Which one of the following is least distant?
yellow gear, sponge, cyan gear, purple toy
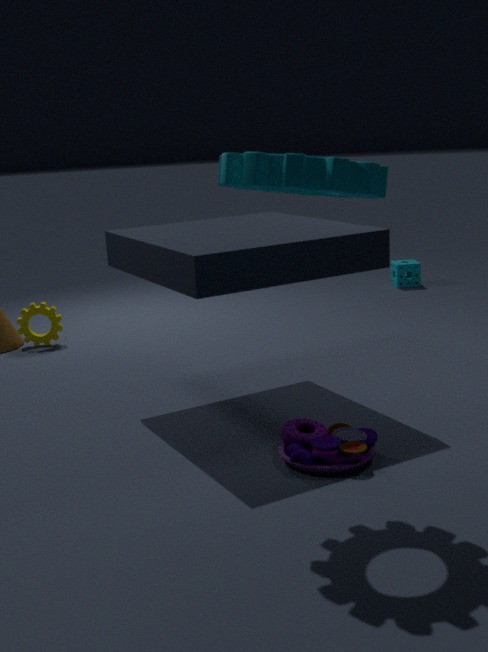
cyan gear
